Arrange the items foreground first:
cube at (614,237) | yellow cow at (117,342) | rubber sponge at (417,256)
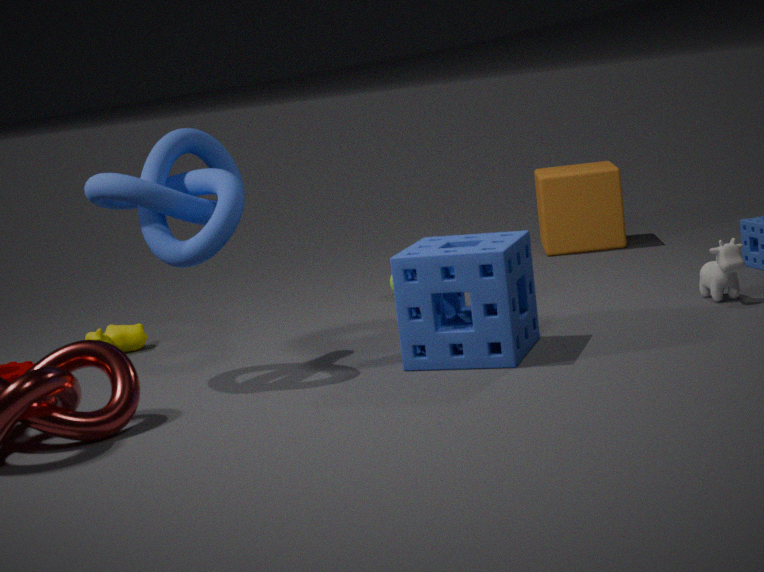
rubber sponge at (417,256) < yellow cow at (117,342) < cube at (614,237)
